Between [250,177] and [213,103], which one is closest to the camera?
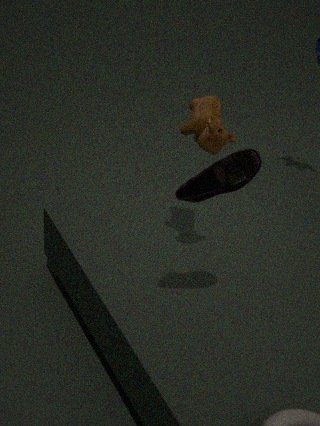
[250,177]
